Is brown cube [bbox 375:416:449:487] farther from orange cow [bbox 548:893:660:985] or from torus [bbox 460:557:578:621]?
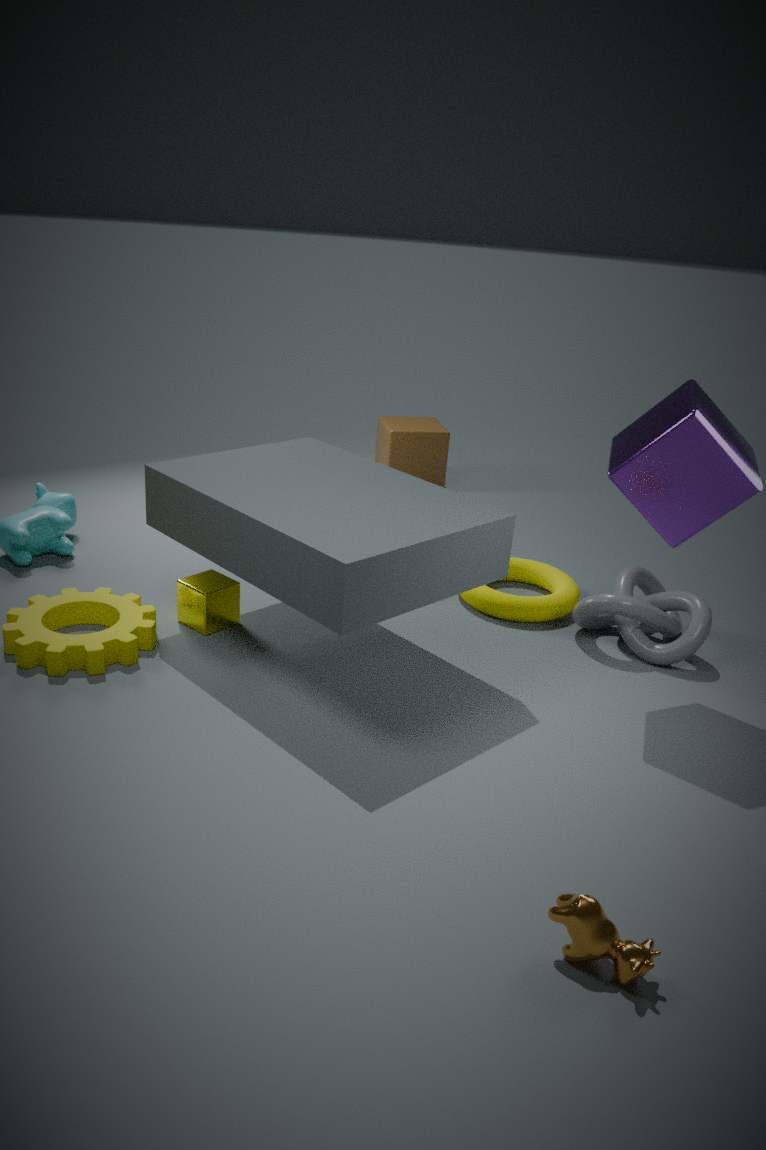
orange cow [bbox 548:893:660:985]
